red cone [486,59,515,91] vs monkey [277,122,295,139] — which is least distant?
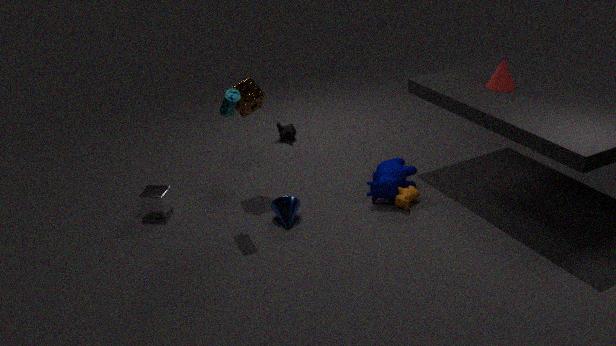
red cone [486,59,515,91]
